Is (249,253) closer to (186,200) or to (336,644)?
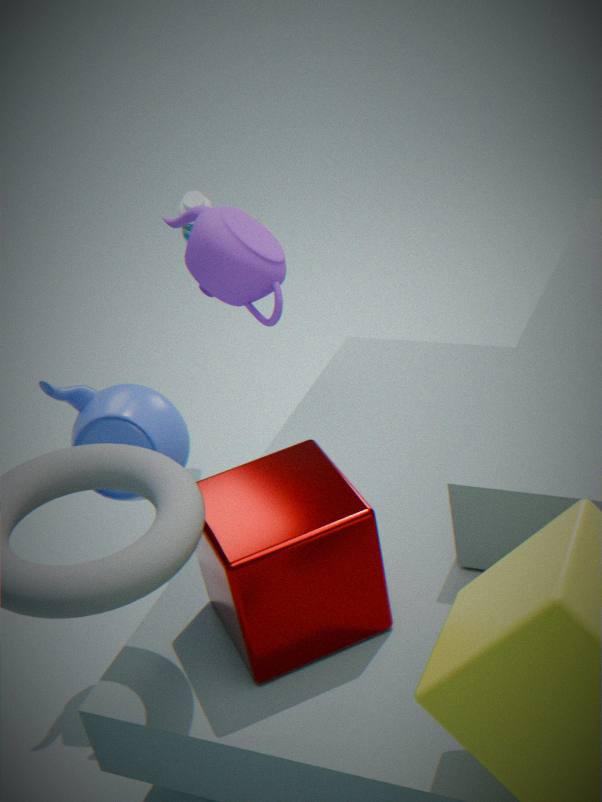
(186,200)
